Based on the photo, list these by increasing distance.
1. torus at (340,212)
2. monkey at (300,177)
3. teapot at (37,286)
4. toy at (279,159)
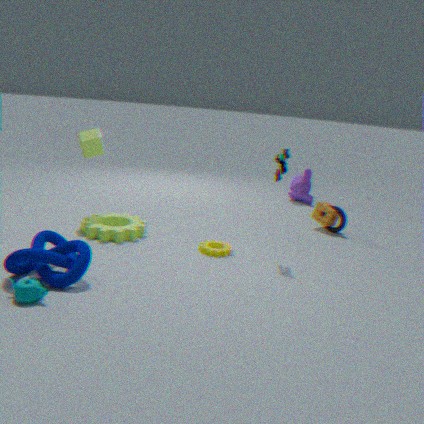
1. teapot at (37,286)
2. toy at (279,159)
3. torus at (340,212)
4. monkey at (300,177)
